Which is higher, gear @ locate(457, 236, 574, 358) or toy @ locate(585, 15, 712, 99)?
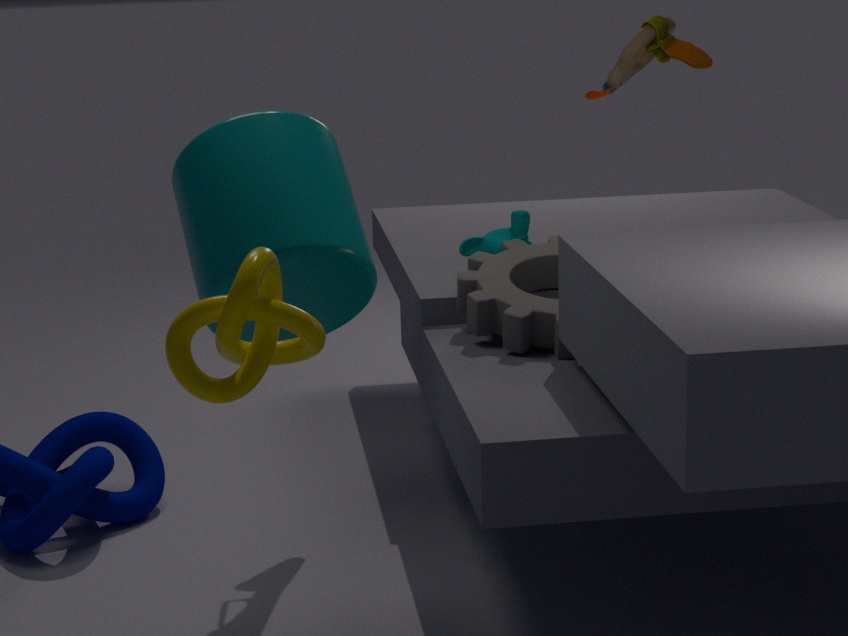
toy @ locate(585, 15, 712, 99)
